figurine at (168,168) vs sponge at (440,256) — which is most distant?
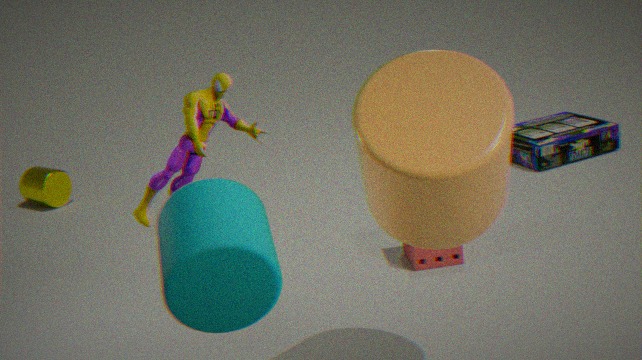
sponge at (440,256)
